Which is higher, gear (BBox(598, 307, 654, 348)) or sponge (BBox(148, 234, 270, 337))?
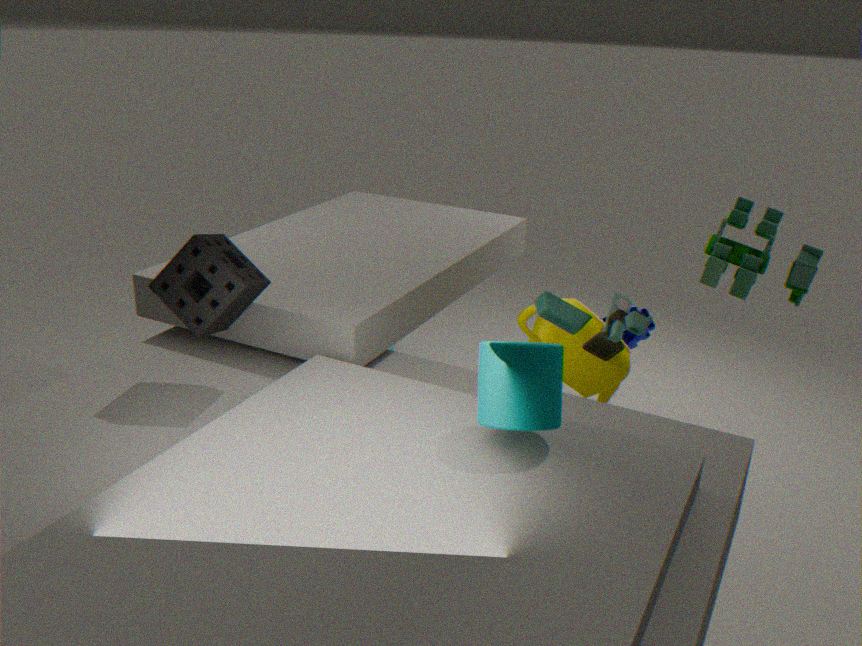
sponge (BBox(148, 234, 270, 337))
